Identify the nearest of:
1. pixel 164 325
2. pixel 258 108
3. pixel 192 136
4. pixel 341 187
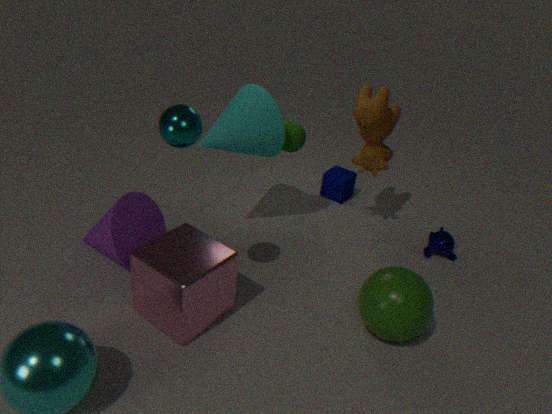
pixel 192 136
